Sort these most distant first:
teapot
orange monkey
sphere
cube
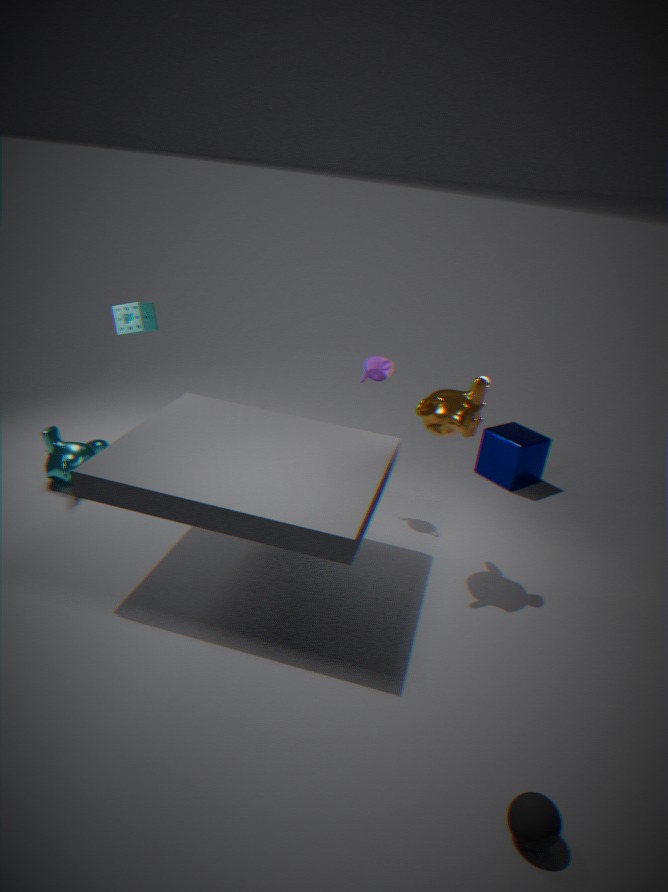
1. cube
2. teapot
3. orange monkey
4. sphere
